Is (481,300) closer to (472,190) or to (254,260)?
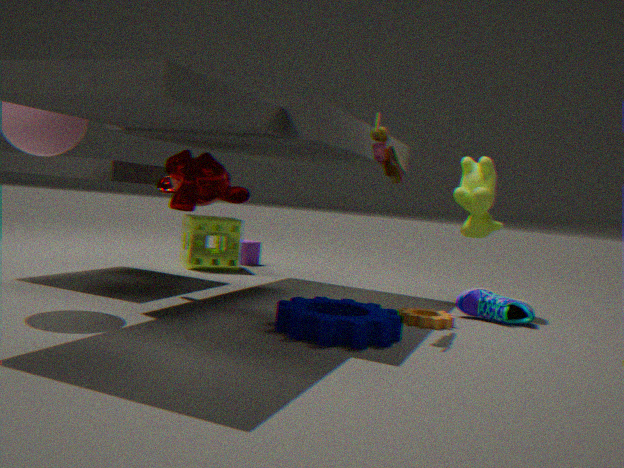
(472,190)
